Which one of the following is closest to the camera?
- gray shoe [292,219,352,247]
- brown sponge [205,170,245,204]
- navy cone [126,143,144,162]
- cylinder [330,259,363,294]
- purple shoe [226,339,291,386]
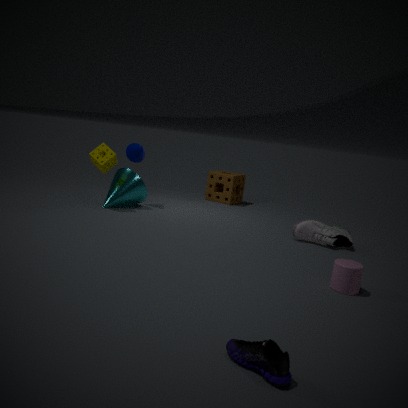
purple shoe [226,339,291,386]
